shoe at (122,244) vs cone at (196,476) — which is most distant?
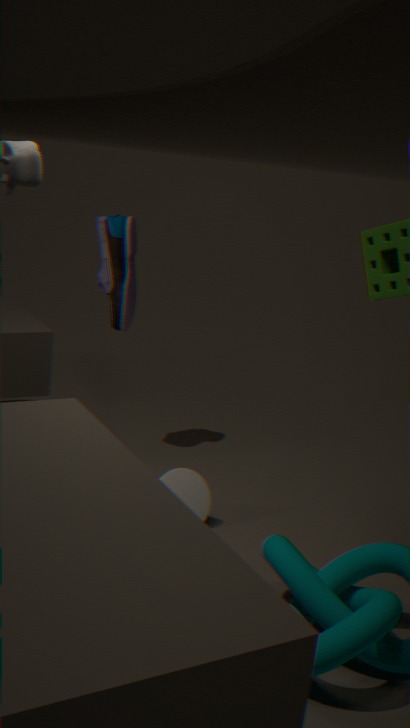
shoe at (122,244)
